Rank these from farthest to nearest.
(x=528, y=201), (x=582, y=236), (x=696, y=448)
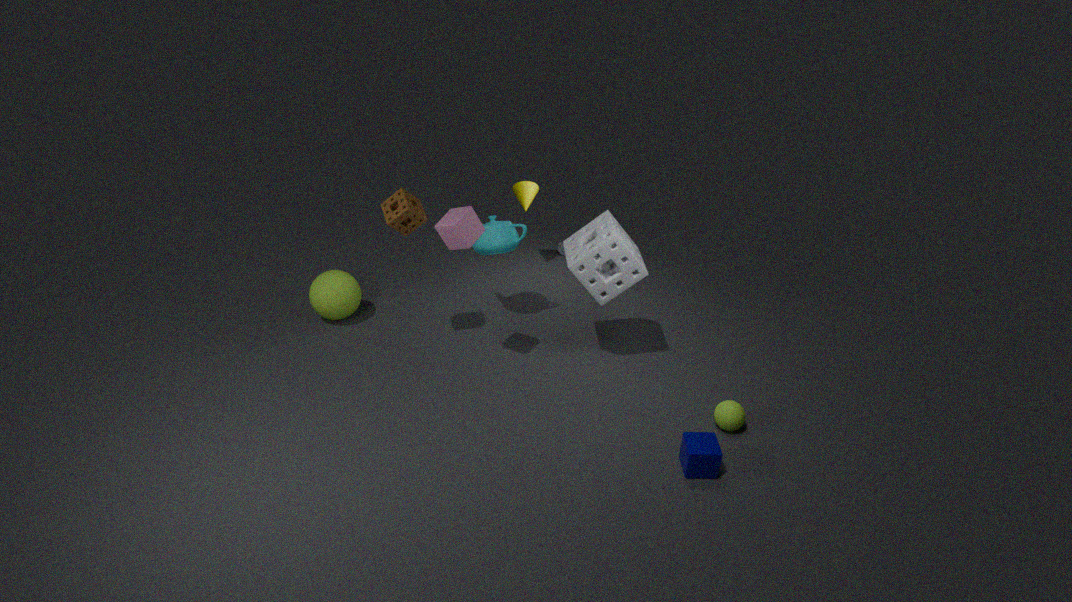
(x=528, y=201) < (x=582, y=236) < (x=696, y=448)
